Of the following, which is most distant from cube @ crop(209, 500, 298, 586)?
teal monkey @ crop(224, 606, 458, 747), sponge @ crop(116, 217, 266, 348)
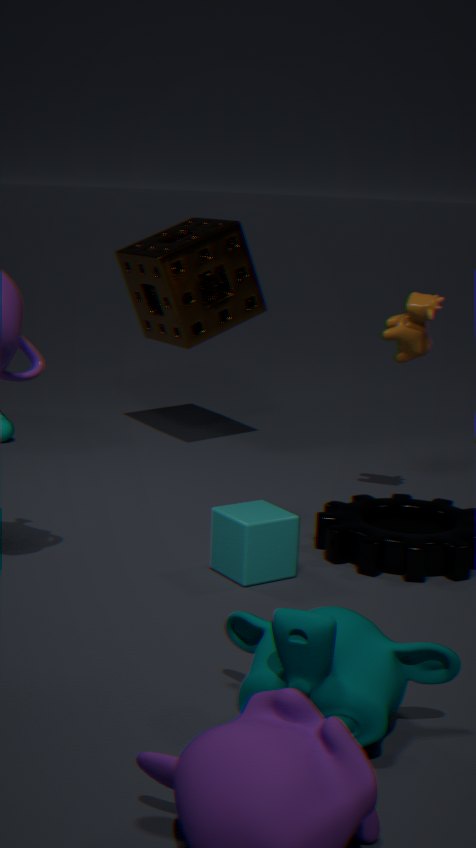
sponge @ crop(116, 217, 266, 348)
